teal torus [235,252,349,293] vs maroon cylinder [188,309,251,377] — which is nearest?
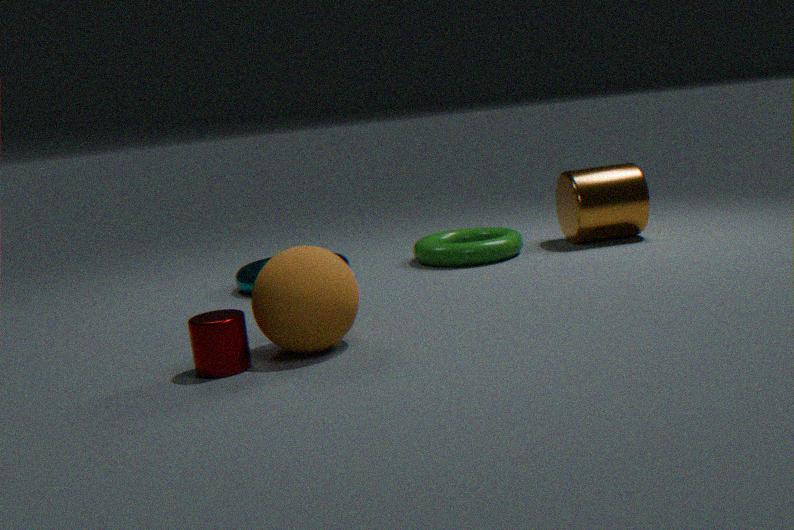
maroon cylinder [188,309,251,377]
